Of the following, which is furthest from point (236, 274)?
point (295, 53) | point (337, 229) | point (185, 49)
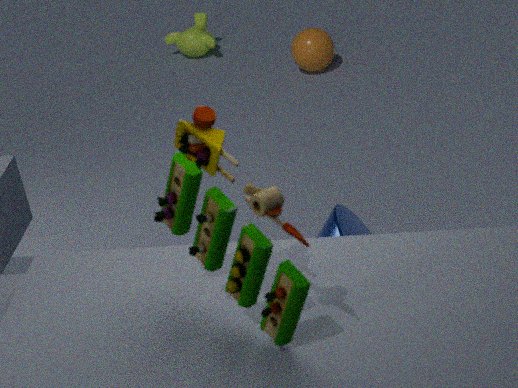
point (185, 49)
